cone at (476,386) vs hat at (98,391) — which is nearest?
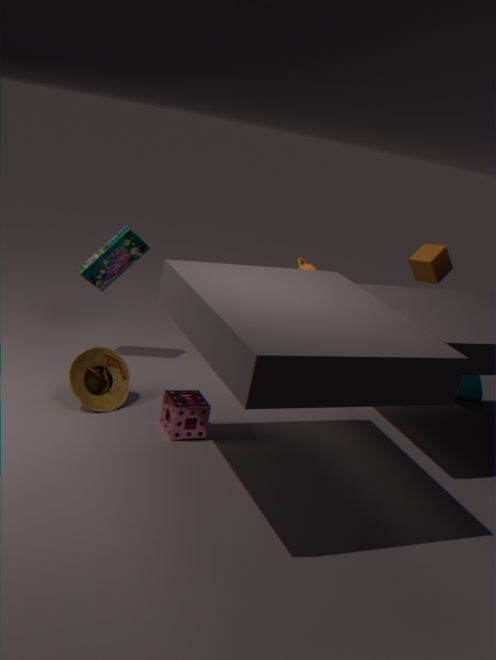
hat at (98,391)
